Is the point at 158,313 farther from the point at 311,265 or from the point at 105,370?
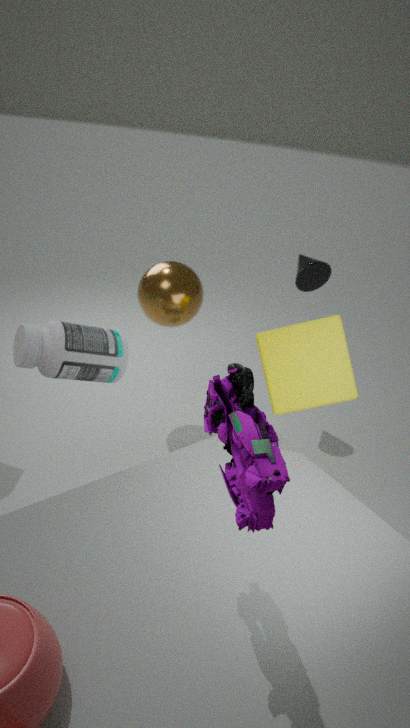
the point at 311,265
